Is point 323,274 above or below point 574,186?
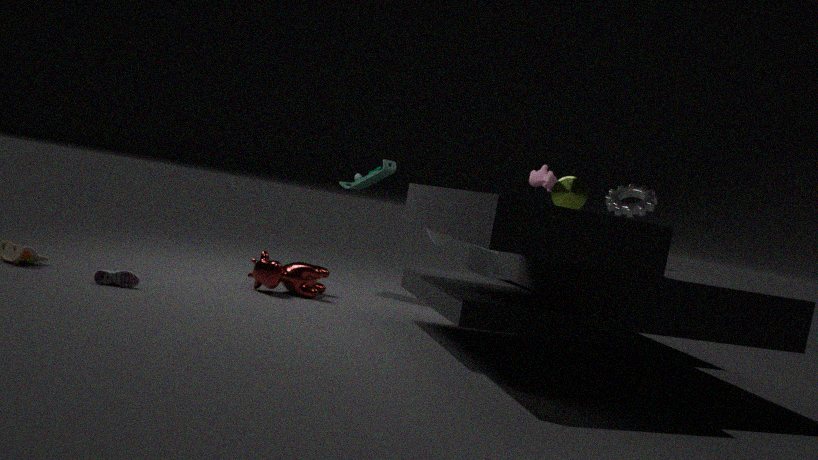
below
